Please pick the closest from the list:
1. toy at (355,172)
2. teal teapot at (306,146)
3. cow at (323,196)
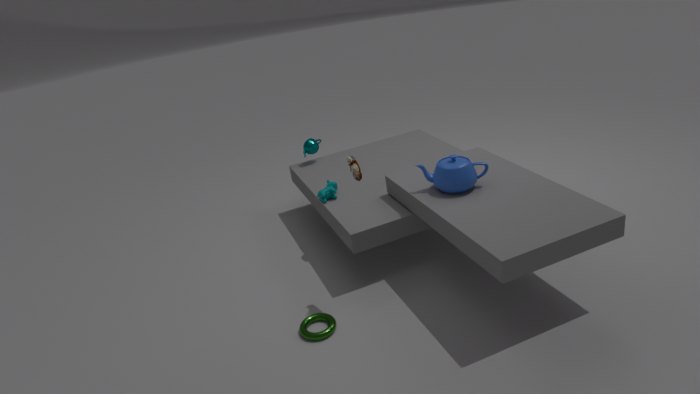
toy at (355,172)
